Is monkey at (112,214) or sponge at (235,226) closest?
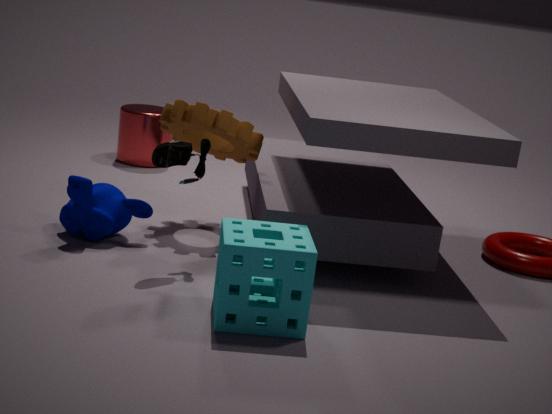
sponge at (235,226)
